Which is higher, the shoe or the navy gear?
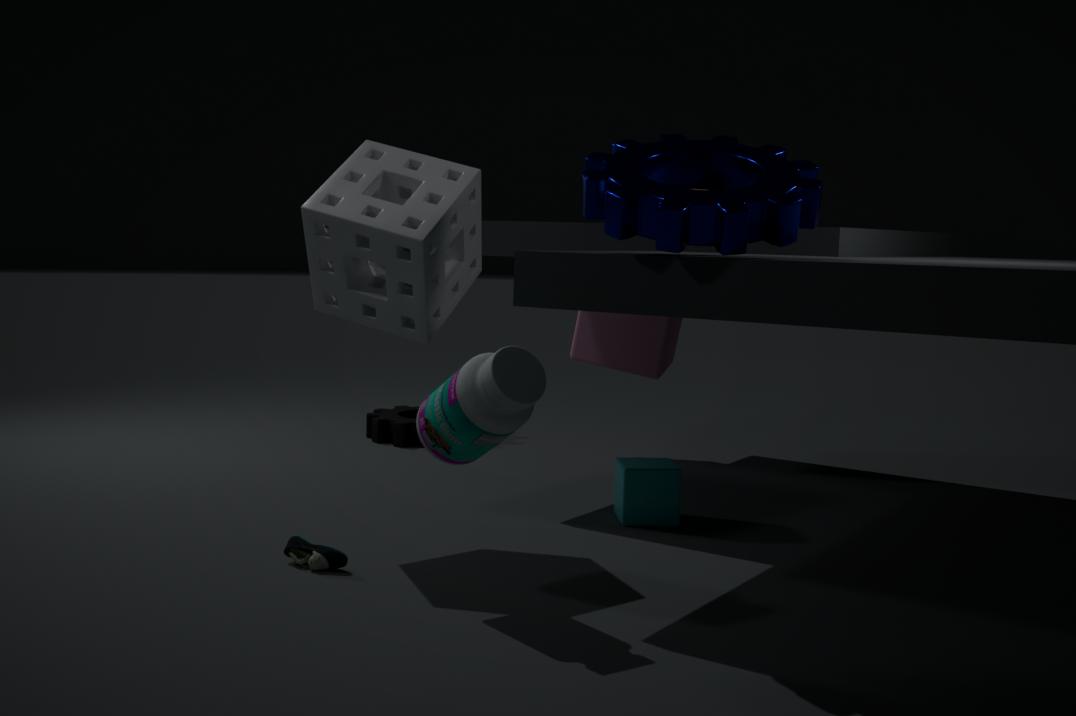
the navy gear
